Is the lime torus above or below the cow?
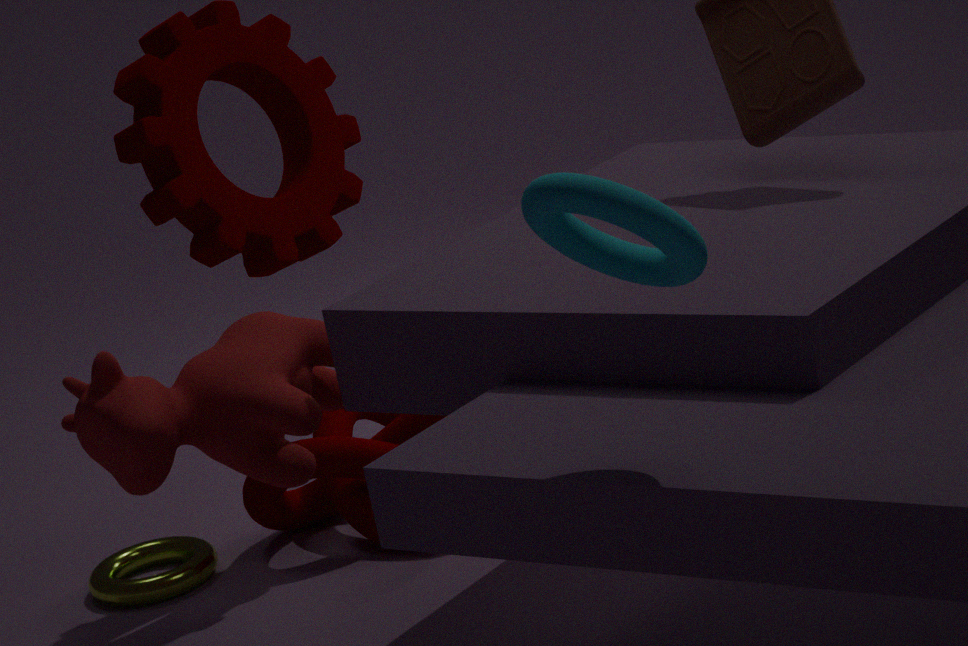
below
